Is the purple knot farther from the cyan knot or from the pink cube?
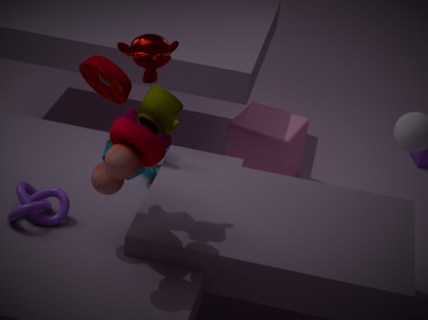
the pink cube
